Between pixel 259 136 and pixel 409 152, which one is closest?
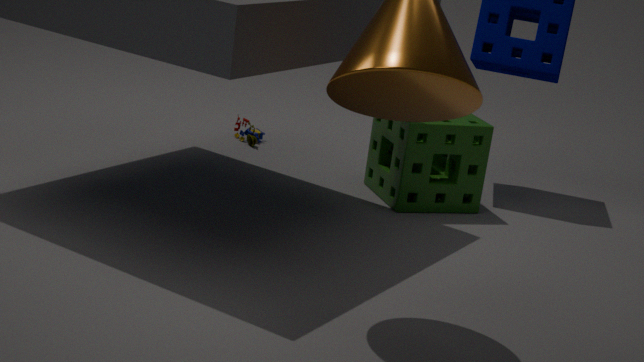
pixel 409 152
